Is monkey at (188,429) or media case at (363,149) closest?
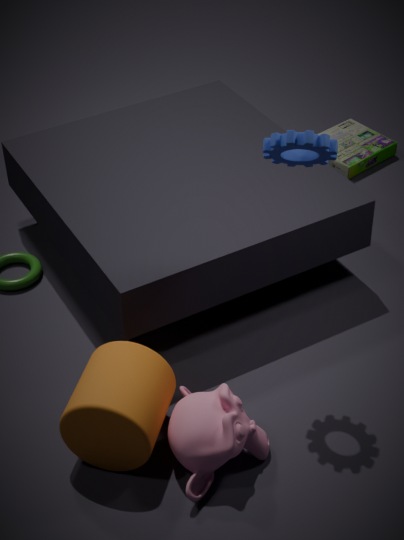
monkey at (188,429)
